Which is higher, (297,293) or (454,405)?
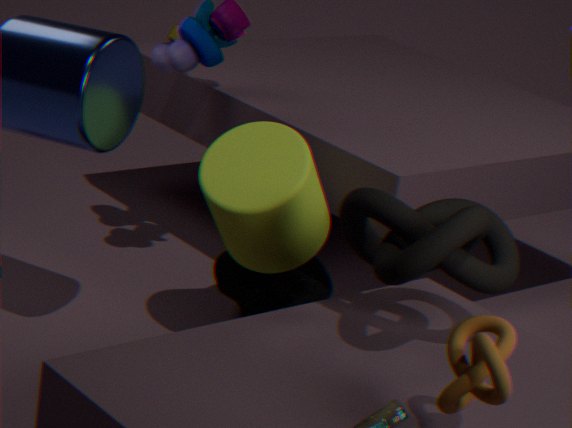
(454,405)
